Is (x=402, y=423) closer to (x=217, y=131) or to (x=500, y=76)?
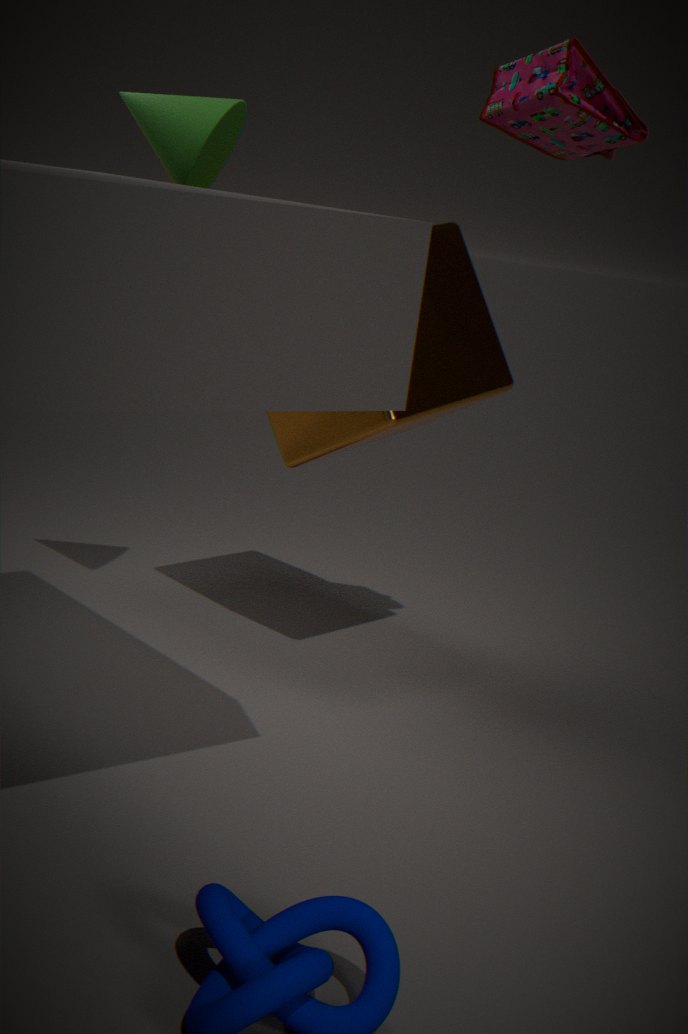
(x=217, y=131)
